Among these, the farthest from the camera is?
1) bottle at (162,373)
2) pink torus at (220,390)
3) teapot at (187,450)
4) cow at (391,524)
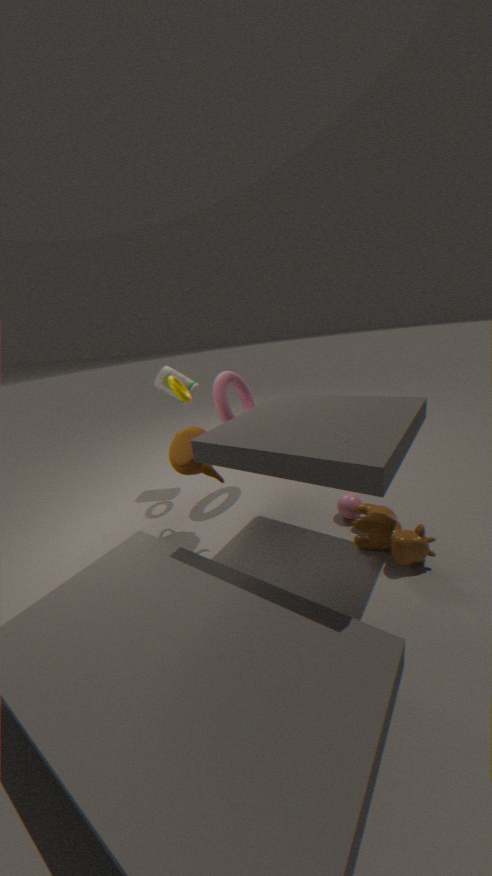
1. bottle at (162,373)
